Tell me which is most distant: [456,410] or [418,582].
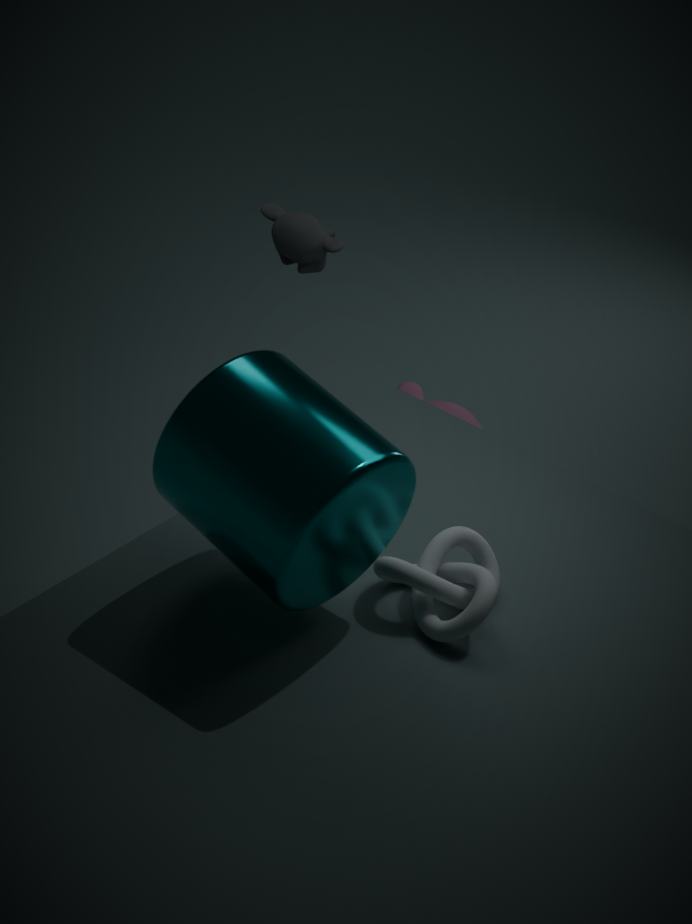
[456,410]
